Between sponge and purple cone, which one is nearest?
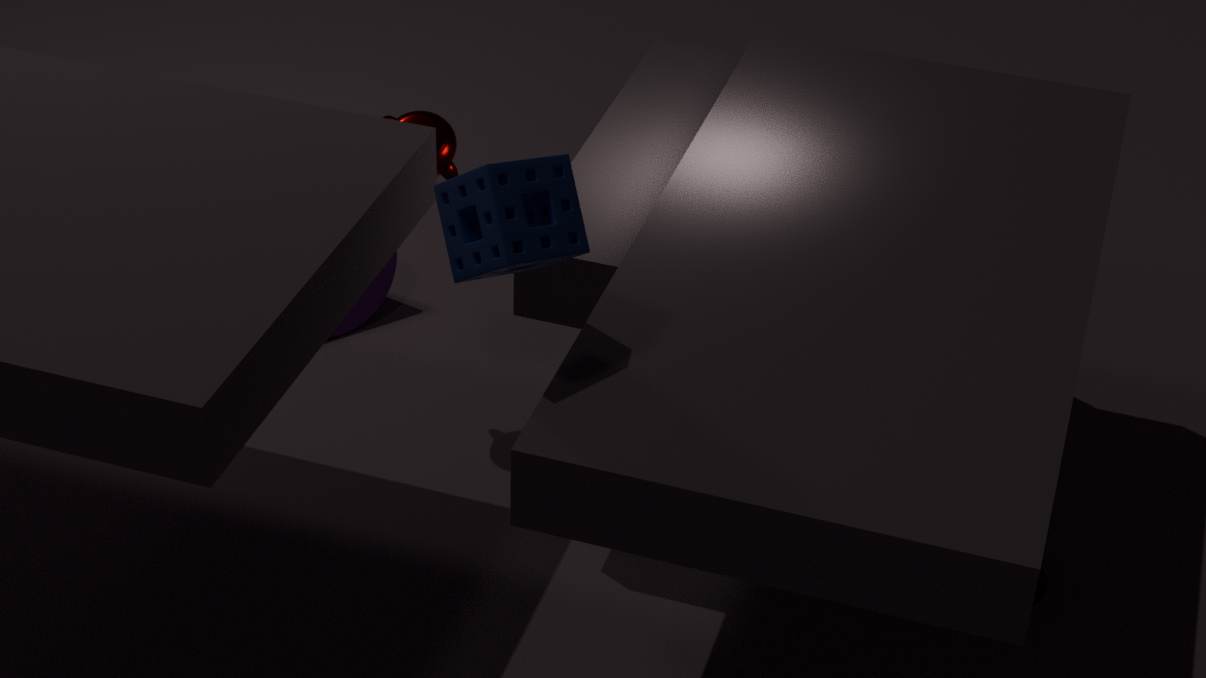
sponge
